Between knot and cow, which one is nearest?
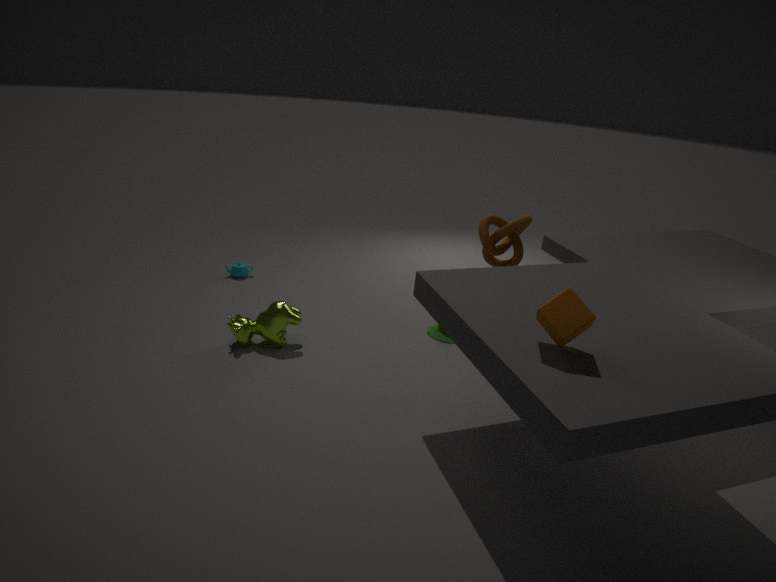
cow
